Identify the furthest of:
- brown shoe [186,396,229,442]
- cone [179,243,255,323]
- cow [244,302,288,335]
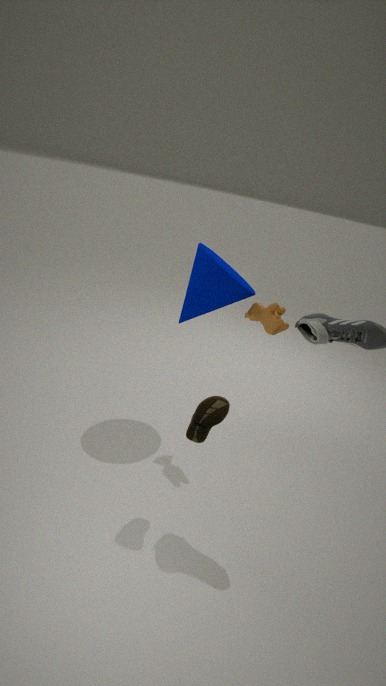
cone [179,243,255,323]
